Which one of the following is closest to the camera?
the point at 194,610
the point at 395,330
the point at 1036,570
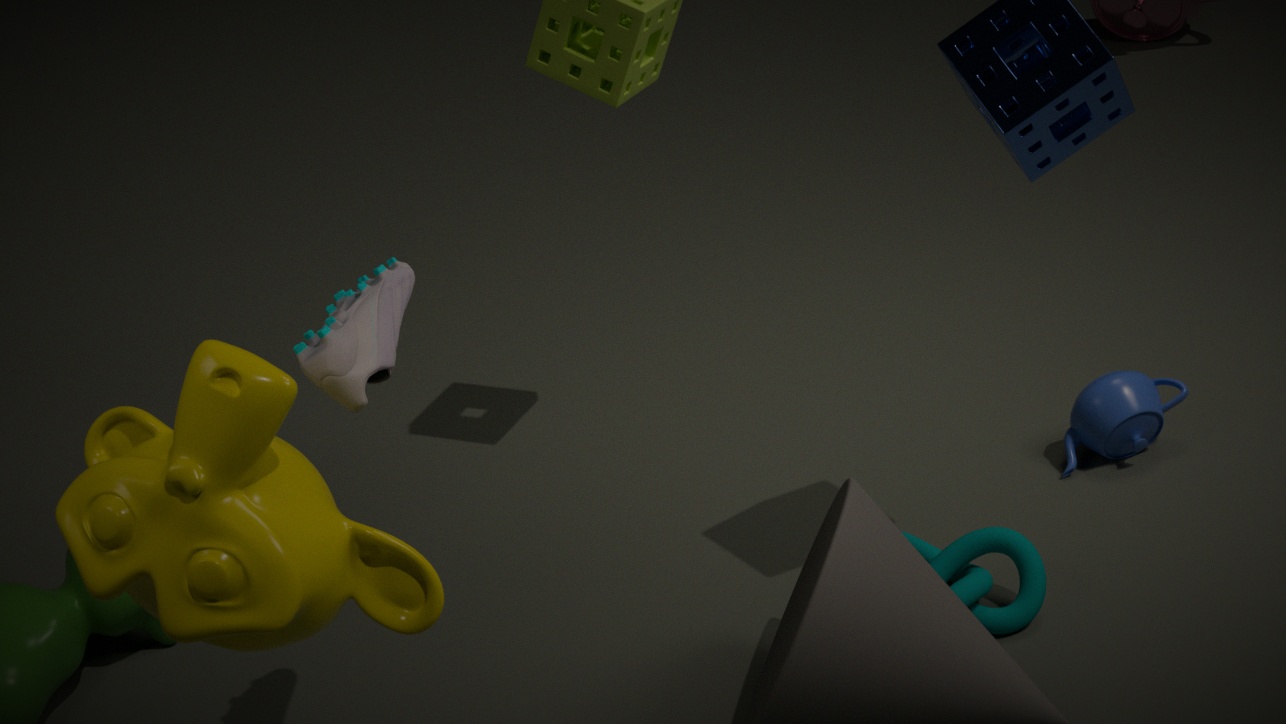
the point at 194,610
